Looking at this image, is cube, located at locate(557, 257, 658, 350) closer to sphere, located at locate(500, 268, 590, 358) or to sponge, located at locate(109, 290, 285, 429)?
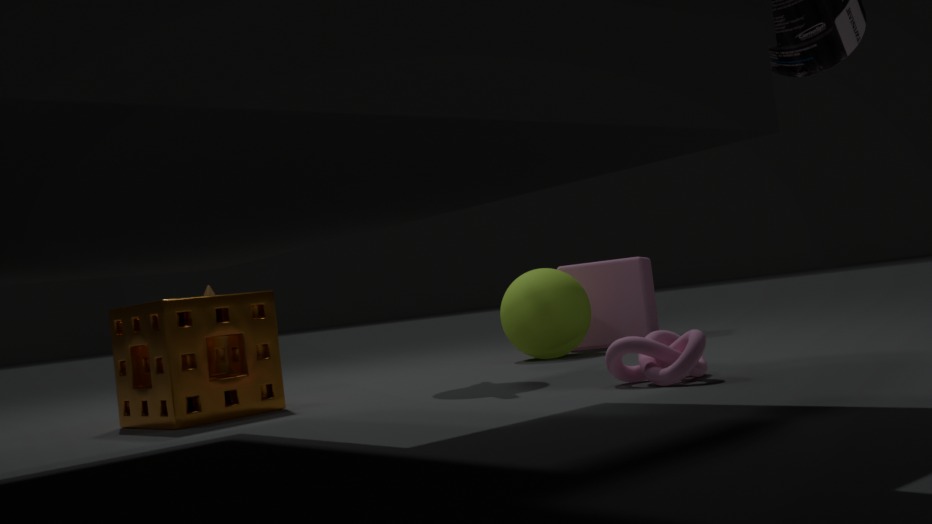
sphere, located at locate(500, 268, 590, 358)
